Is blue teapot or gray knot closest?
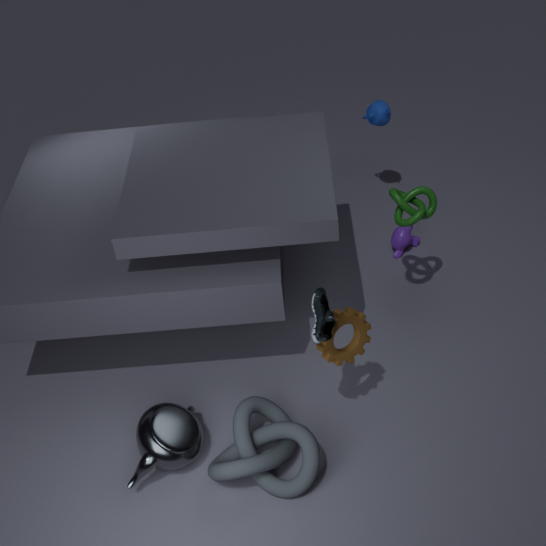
gray knot
